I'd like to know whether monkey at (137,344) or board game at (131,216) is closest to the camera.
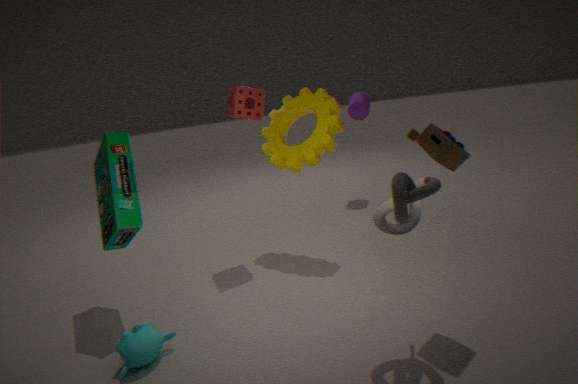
monkey at (137,344)
